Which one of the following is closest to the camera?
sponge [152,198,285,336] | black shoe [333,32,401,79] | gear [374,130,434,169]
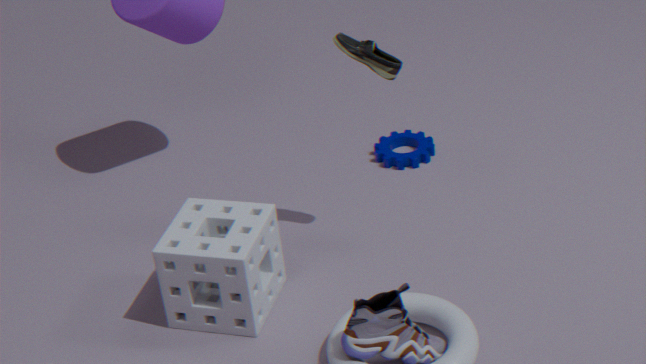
sponge [152,198,285,336]
